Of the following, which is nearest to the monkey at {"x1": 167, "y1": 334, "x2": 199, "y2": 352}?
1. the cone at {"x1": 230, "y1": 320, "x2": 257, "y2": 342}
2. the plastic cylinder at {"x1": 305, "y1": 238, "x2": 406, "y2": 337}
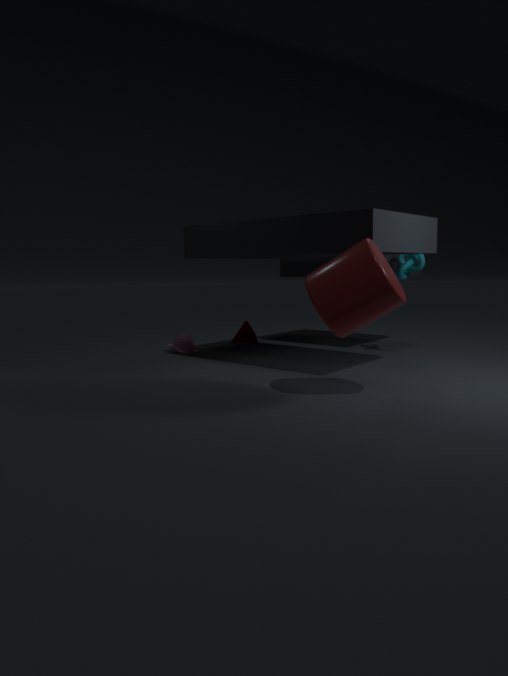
the cone at {"x1": 230, "y1": 320, "x2": 257, "y2": 342}
